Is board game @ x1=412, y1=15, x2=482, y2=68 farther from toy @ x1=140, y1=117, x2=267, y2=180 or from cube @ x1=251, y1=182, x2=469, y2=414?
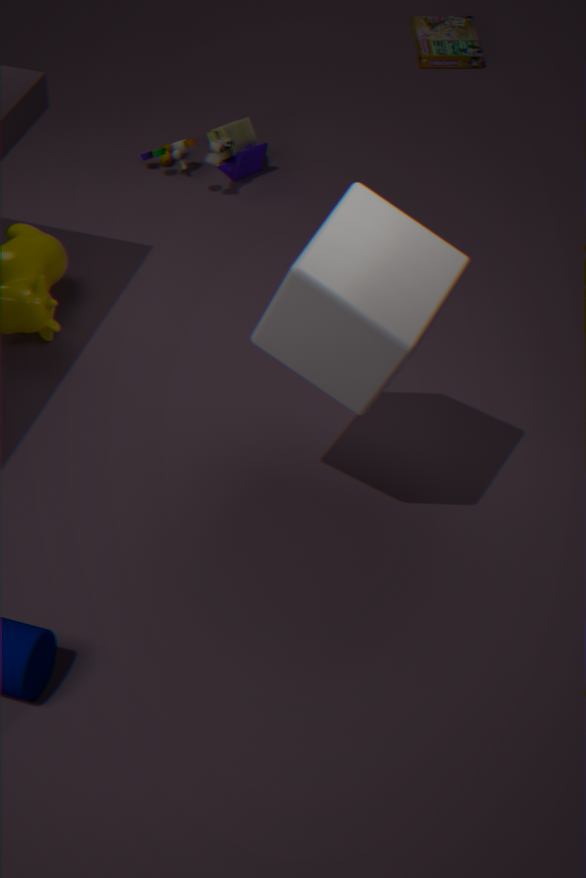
cube @ x1=251, y1=182, x2=469, y2=414
